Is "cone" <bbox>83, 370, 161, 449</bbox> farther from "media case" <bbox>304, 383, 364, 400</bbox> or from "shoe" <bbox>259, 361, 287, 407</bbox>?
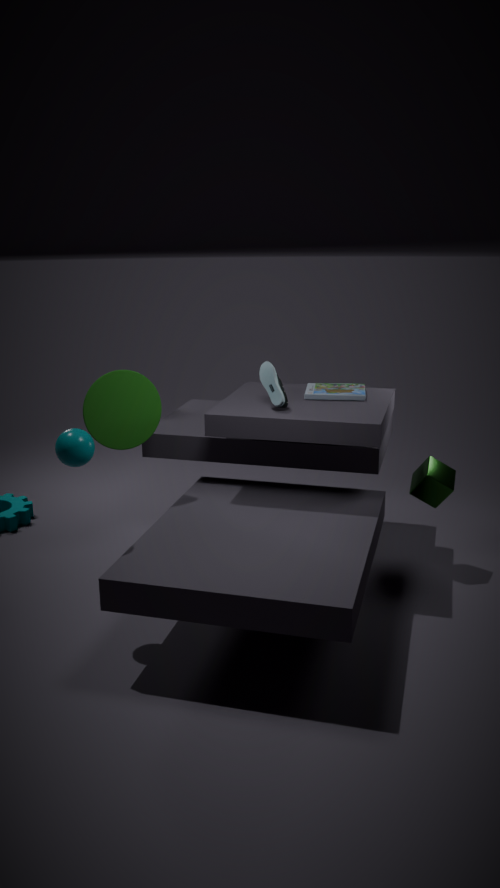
"media case" <bbox>304, 383, 364, 400</bbox>
